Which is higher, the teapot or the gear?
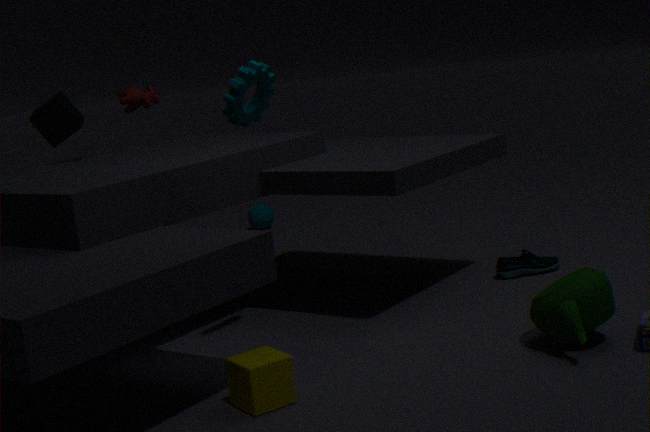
the gear
